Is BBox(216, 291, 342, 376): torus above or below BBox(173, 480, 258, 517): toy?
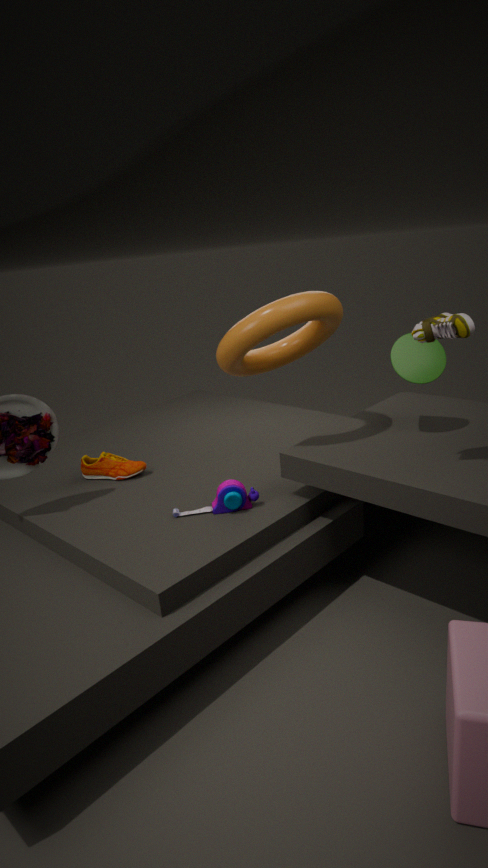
above
